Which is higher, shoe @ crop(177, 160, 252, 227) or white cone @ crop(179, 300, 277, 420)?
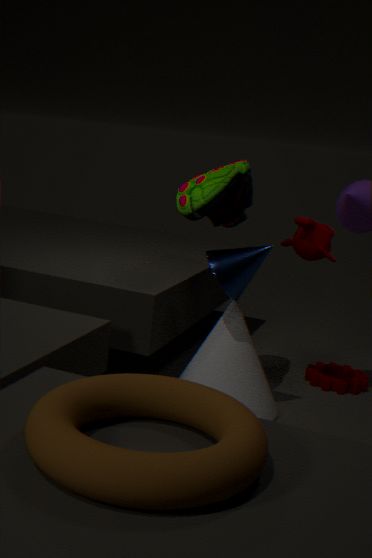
shoe @ crop(177, 160, 252, 227)
